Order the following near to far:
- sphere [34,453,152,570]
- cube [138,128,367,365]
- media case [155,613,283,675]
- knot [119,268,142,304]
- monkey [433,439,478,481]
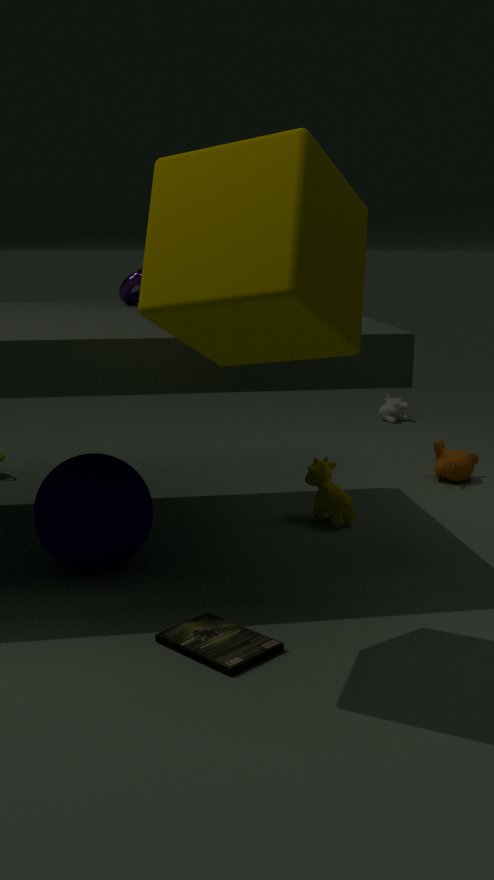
cube [138,128,367,365]
media case [155,613,283,675]
sphere [34,453,152,570]
knot [119,268,142,304]
monkey [433,439,478,481]
